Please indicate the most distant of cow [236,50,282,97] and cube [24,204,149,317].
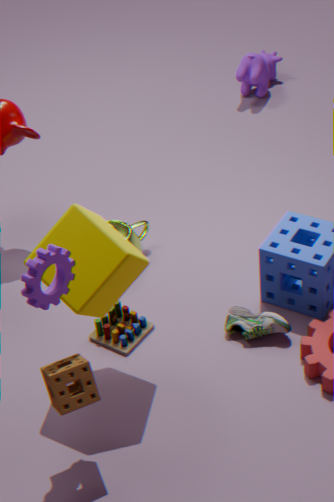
cow [236,50,282,97]
